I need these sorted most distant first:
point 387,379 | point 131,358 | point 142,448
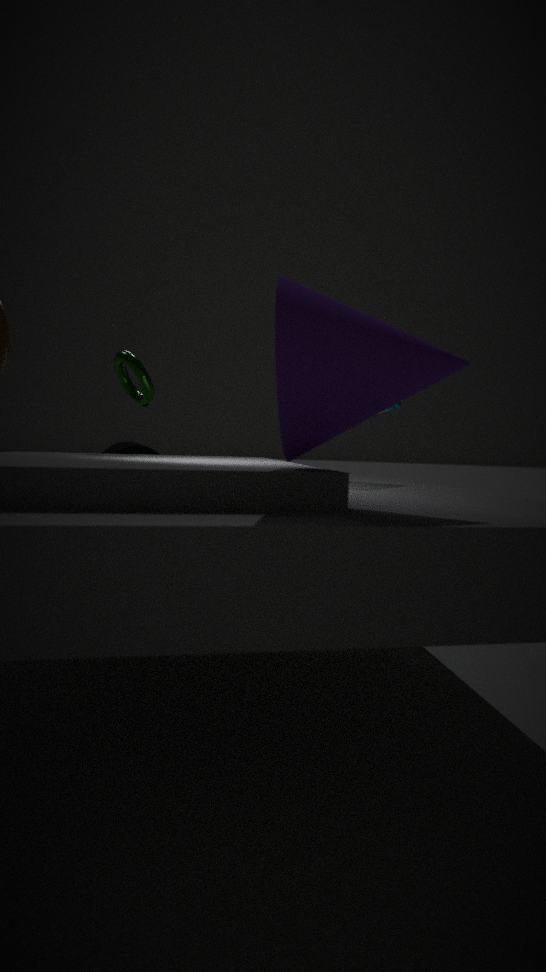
point 142,448
point 131,358
point 387,379
